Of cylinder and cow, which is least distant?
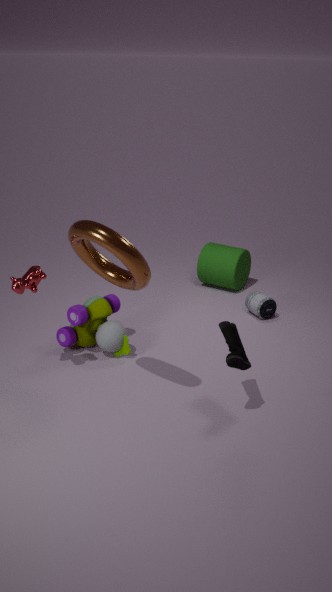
cow
